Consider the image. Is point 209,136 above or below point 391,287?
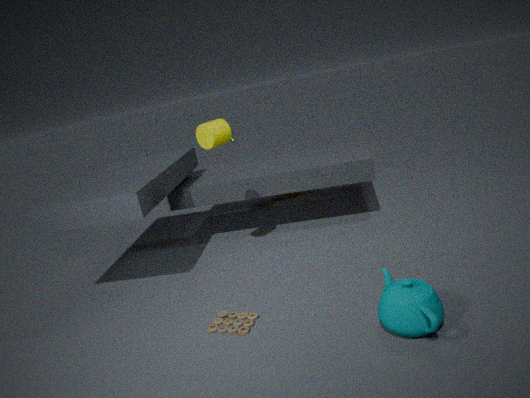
above
